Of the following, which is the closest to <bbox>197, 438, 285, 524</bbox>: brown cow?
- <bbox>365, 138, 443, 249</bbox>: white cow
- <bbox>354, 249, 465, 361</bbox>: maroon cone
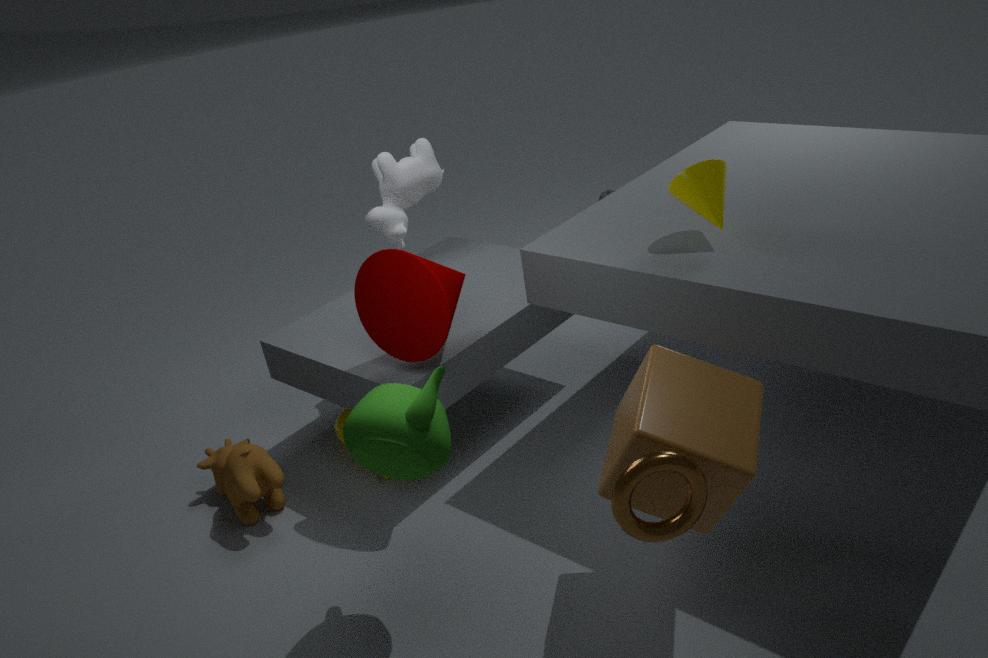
<bbox>354, 249, 465, 361</bbox>: maroon cone
